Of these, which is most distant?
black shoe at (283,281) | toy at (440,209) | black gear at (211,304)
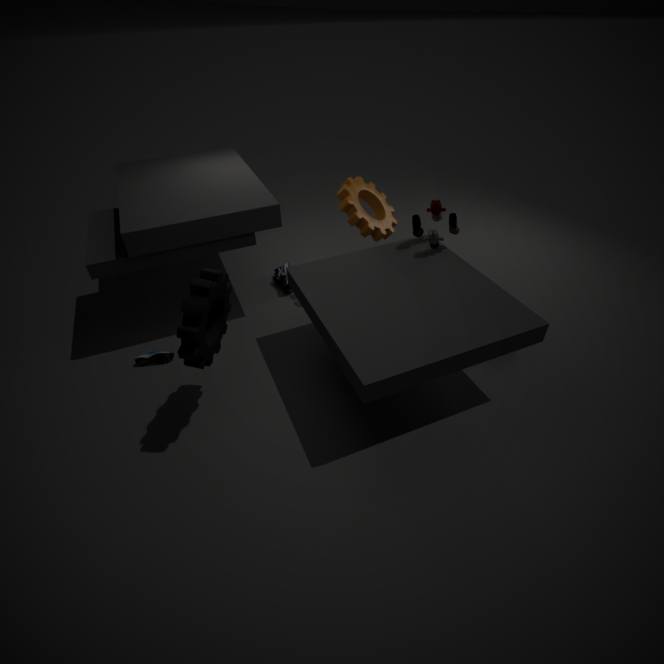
black shoe at (283,281)
